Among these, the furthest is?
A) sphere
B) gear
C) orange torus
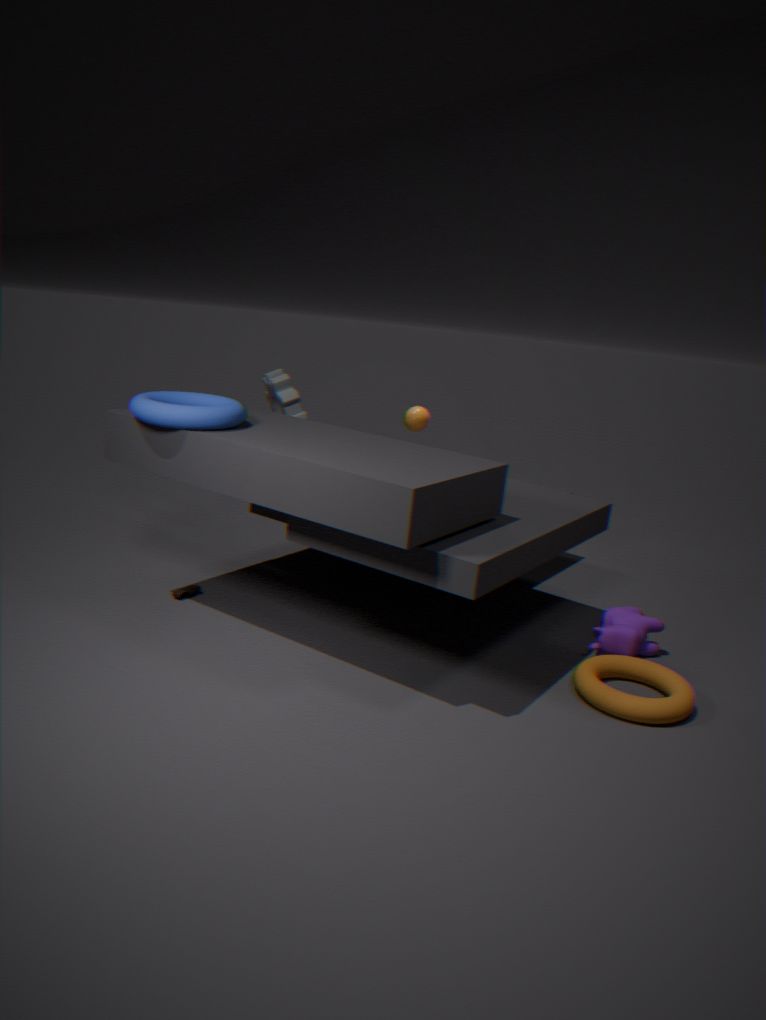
sphere
